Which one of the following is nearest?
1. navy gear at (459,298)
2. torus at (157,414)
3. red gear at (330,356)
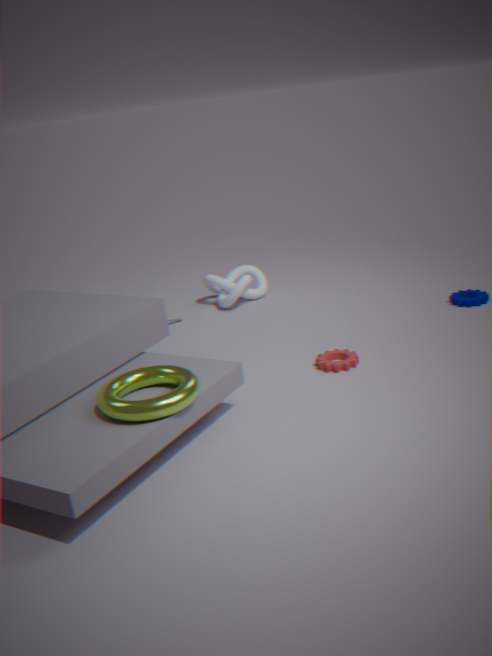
torus at (157,414)
